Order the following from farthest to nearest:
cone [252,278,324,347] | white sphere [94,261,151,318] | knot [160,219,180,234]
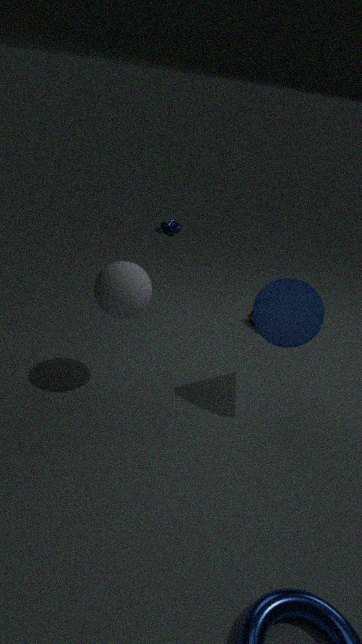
knot [160,219,180,234]
cone [252,278,324,347]
white sphere [94,261,151,318]
